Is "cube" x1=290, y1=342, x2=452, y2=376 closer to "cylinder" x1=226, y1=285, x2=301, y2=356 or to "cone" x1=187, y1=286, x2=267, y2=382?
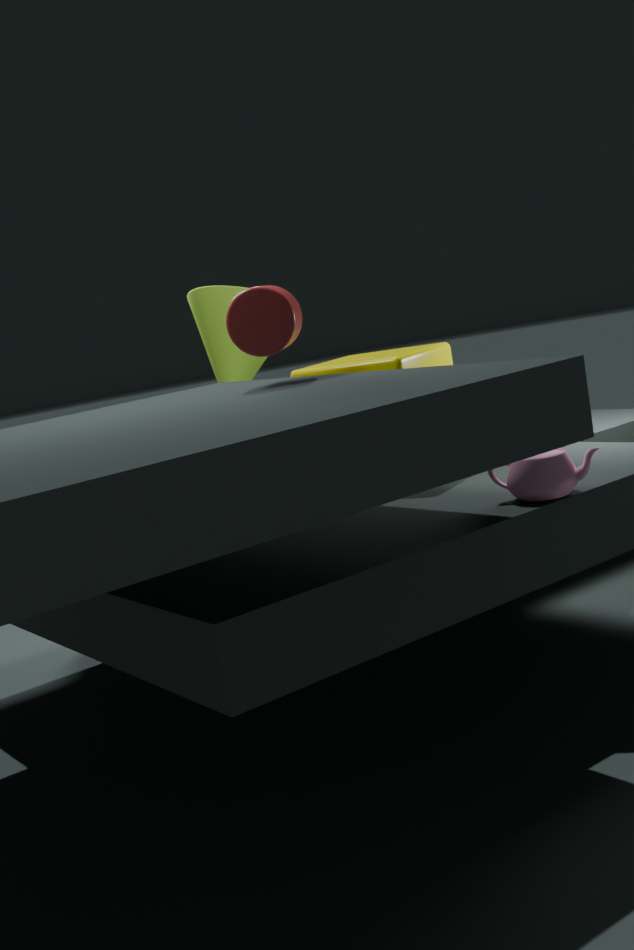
"cylinder" x1=226, y1=285, x2=301, y2=356
